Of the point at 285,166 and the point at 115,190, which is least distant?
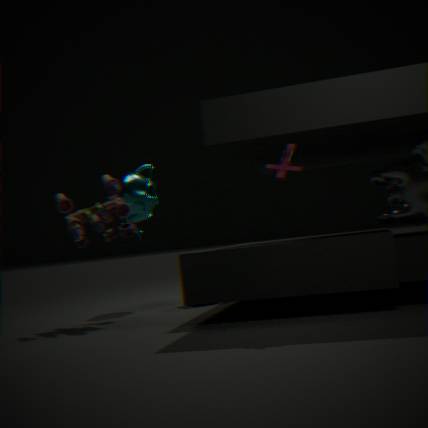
the point at 285,166
